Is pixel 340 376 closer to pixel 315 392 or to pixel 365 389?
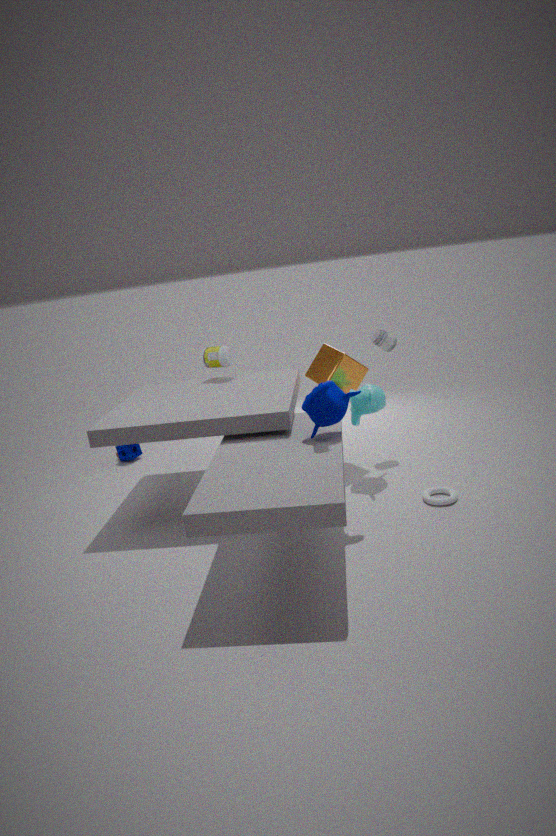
pixel 365 389
